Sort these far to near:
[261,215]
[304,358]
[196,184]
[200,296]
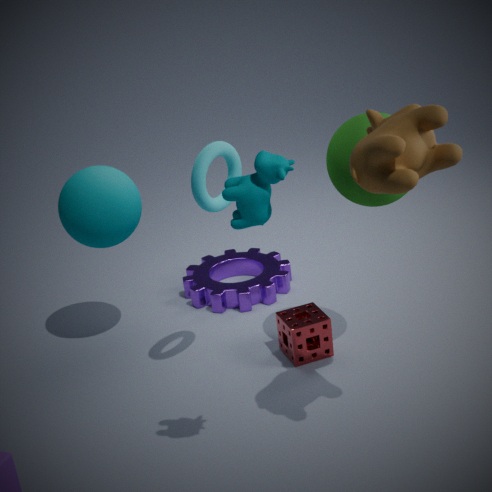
[200,296] → [304,358] → [196,184] → [261,215]
